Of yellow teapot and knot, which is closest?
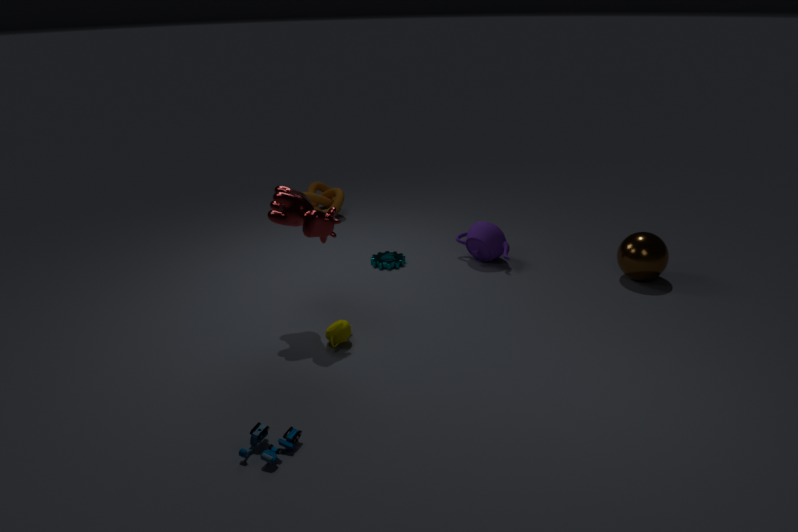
yellow teapot
